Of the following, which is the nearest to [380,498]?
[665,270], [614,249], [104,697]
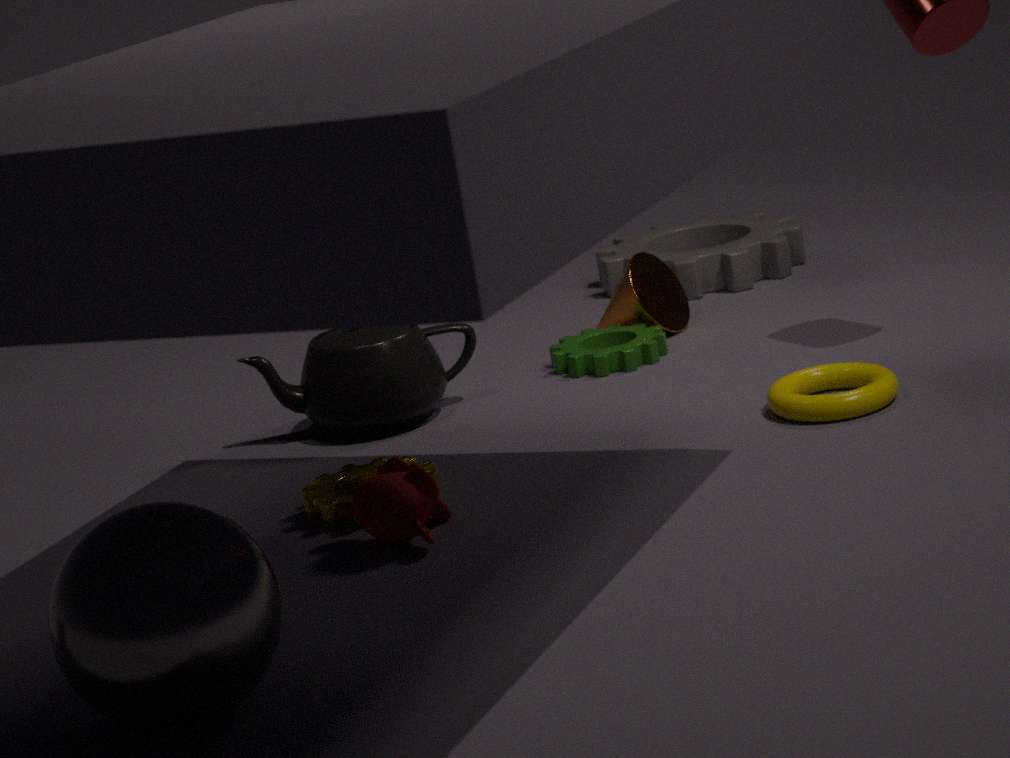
[104,697]
